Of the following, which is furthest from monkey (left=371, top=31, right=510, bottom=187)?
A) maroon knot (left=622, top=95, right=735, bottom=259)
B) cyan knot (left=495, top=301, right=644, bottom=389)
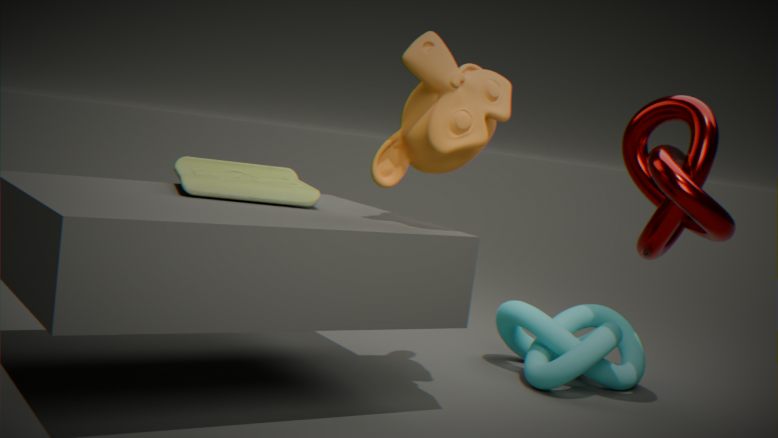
cyan knot (left=495, top=301, right=644, bottom=389)
